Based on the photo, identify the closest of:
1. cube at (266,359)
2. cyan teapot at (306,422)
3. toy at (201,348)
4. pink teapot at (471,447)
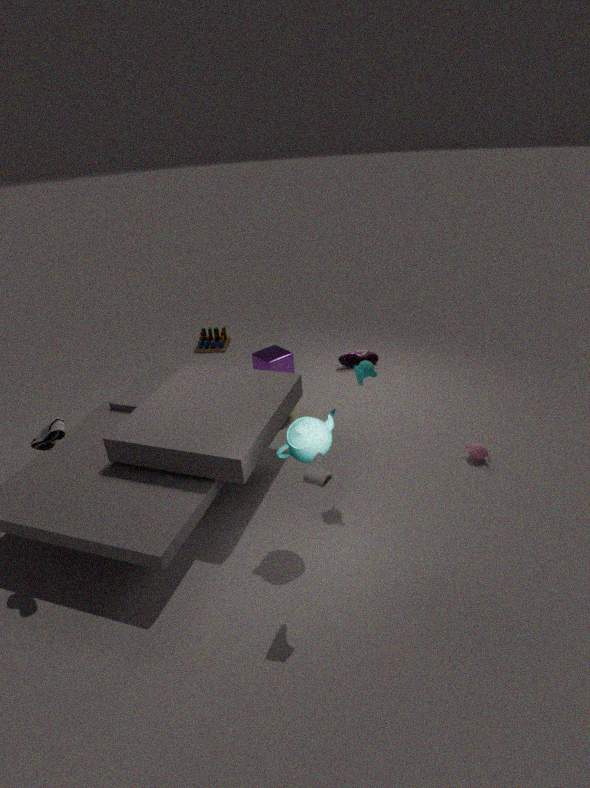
cyan teapot at (306,422)
